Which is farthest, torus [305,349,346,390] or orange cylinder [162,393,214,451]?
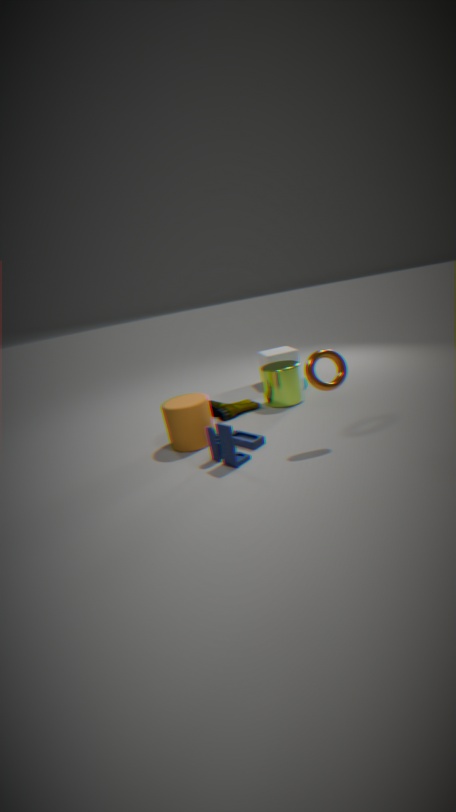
orange cylinder [162,393,214,451]
